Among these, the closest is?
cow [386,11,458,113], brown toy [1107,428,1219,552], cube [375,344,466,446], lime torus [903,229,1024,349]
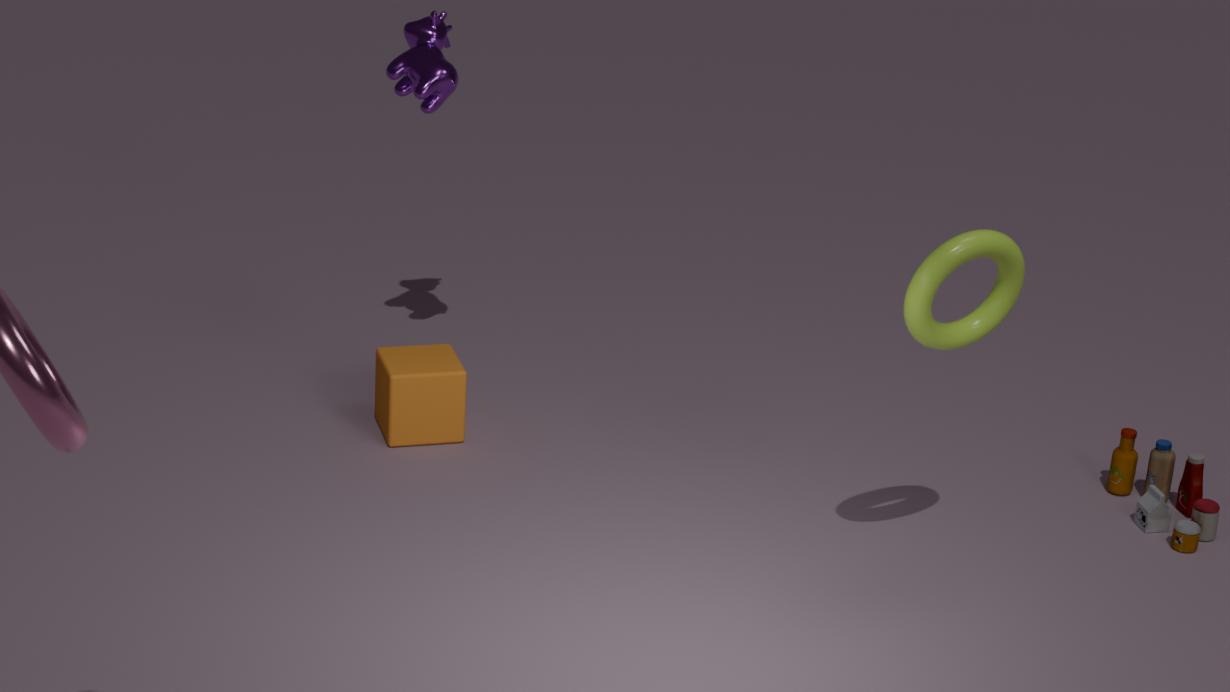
lime torus [903,229,1024,349]
